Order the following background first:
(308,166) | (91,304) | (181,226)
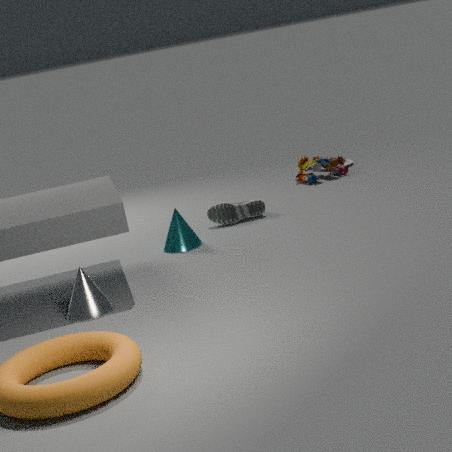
(308,166), (181,226), (91,304)
